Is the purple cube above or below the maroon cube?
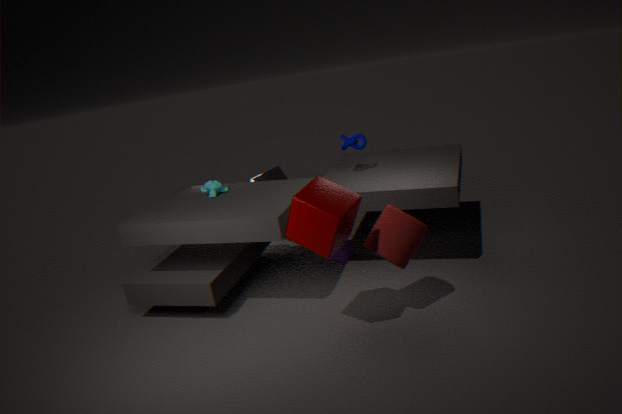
below
